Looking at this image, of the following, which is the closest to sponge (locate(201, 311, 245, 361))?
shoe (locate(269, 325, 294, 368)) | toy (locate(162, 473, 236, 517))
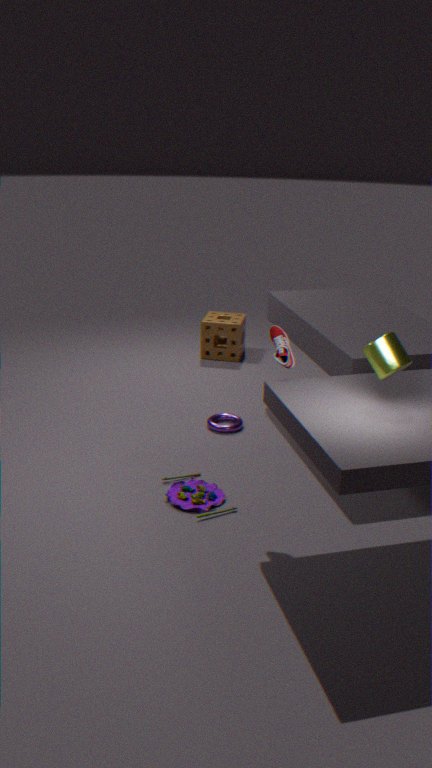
toy (locate(162, 473, 236, 517))
